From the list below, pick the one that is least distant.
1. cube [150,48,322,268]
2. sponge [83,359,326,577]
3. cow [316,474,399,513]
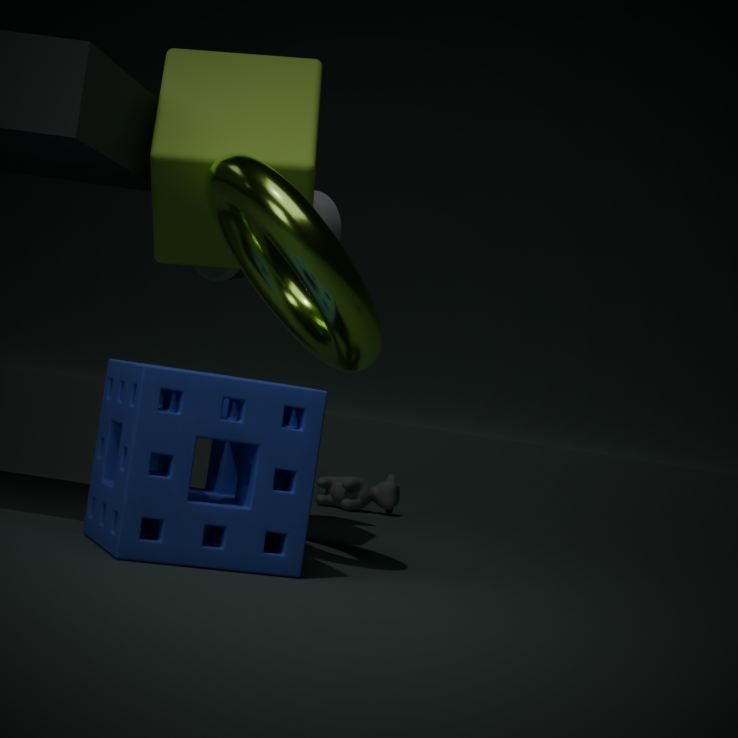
sponge [83,359,326,577]
